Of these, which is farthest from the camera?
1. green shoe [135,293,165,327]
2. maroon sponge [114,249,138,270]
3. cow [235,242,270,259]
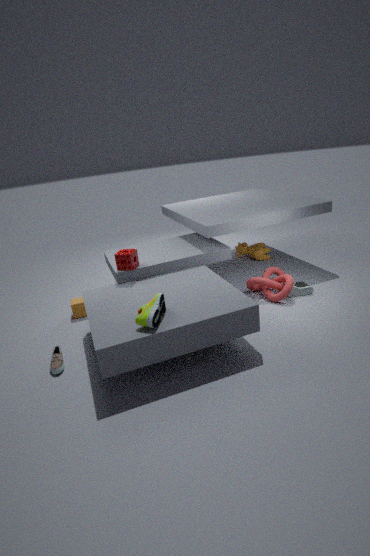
cow [235,242,270,259]
